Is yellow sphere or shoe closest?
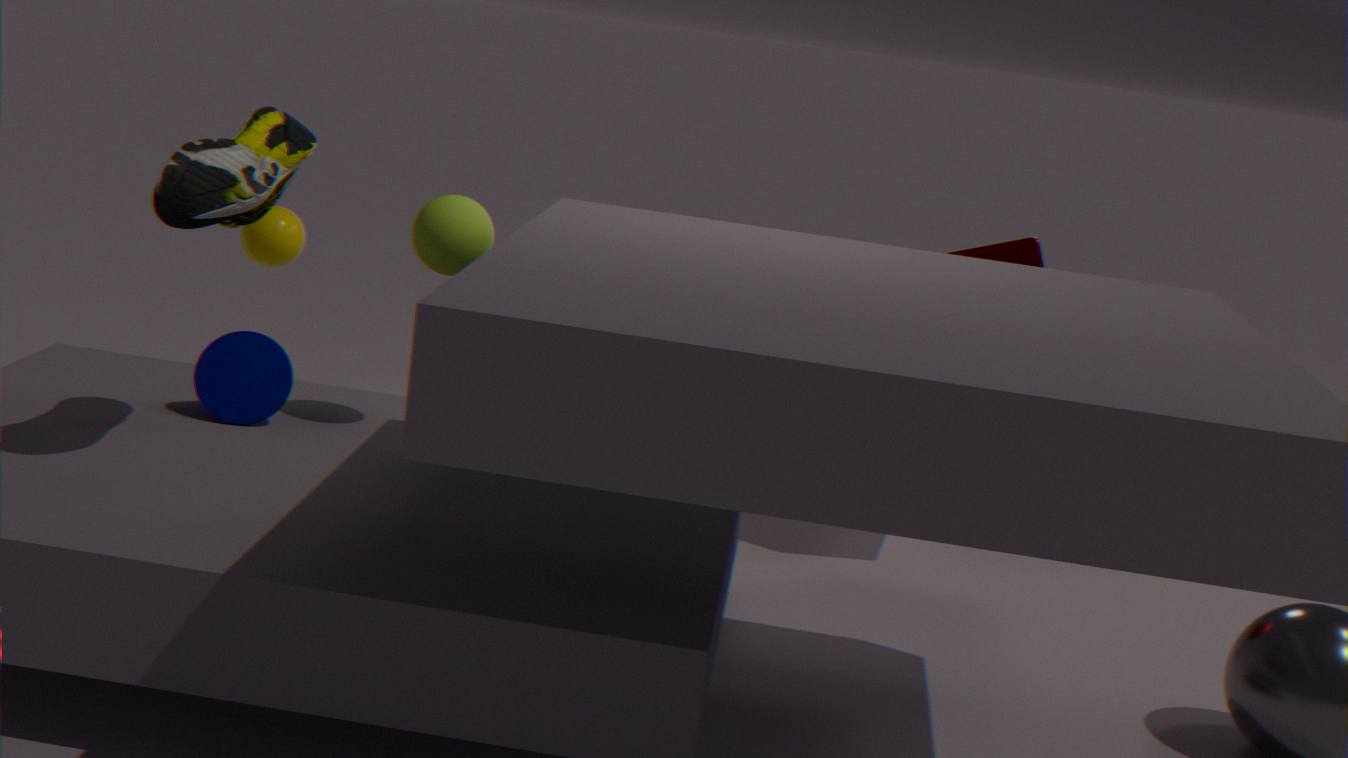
shoe
